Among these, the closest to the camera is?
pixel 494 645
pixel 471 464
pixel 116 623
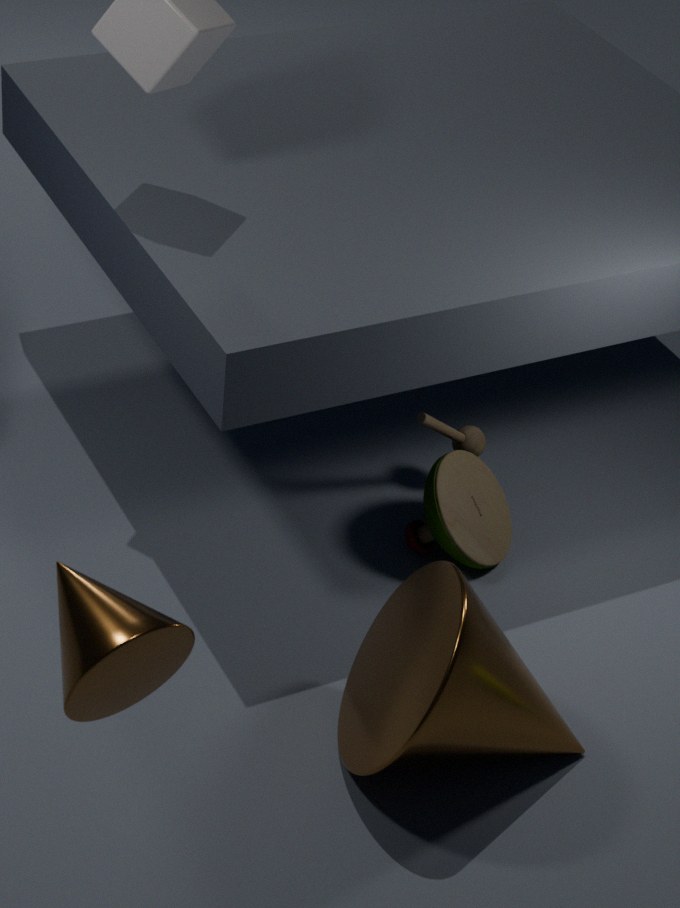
pixel 116 623
